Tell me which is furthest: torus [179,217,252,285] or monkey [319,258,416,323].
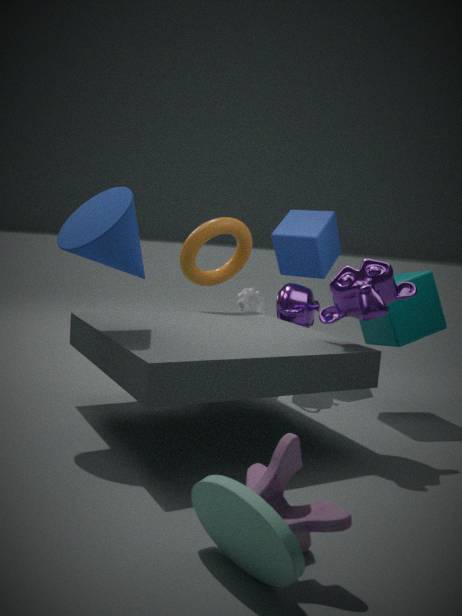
torus [179,217,252,285]
